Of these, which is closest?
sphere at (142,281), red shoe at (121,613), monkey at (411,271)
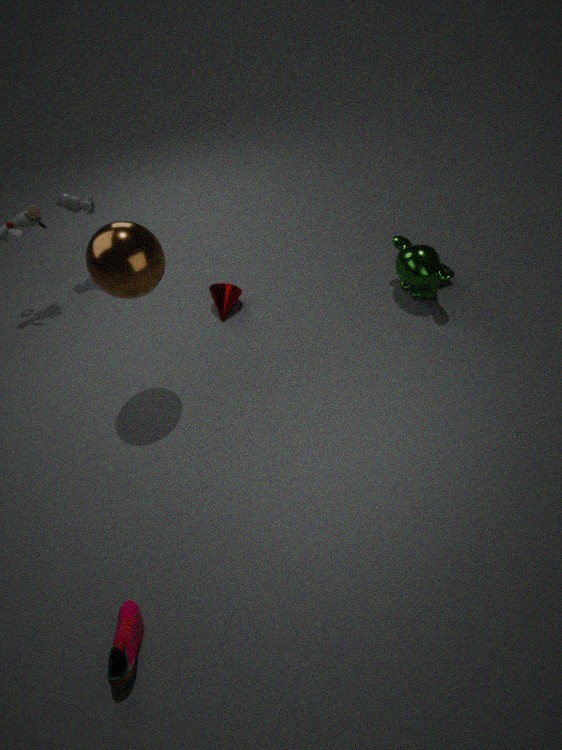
red shoe at (121,613)
